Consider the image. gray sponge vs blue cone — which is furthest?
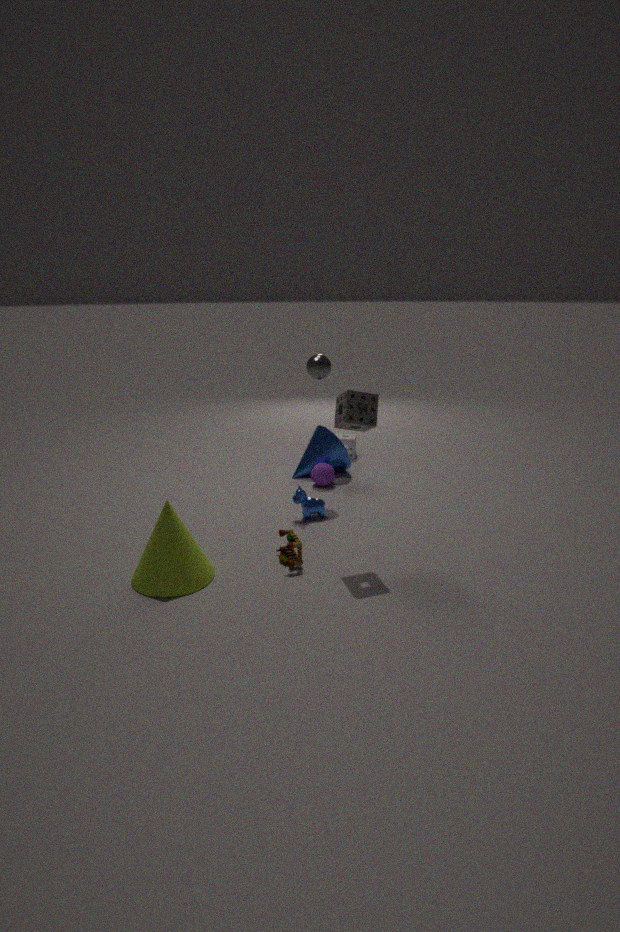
blue cone
